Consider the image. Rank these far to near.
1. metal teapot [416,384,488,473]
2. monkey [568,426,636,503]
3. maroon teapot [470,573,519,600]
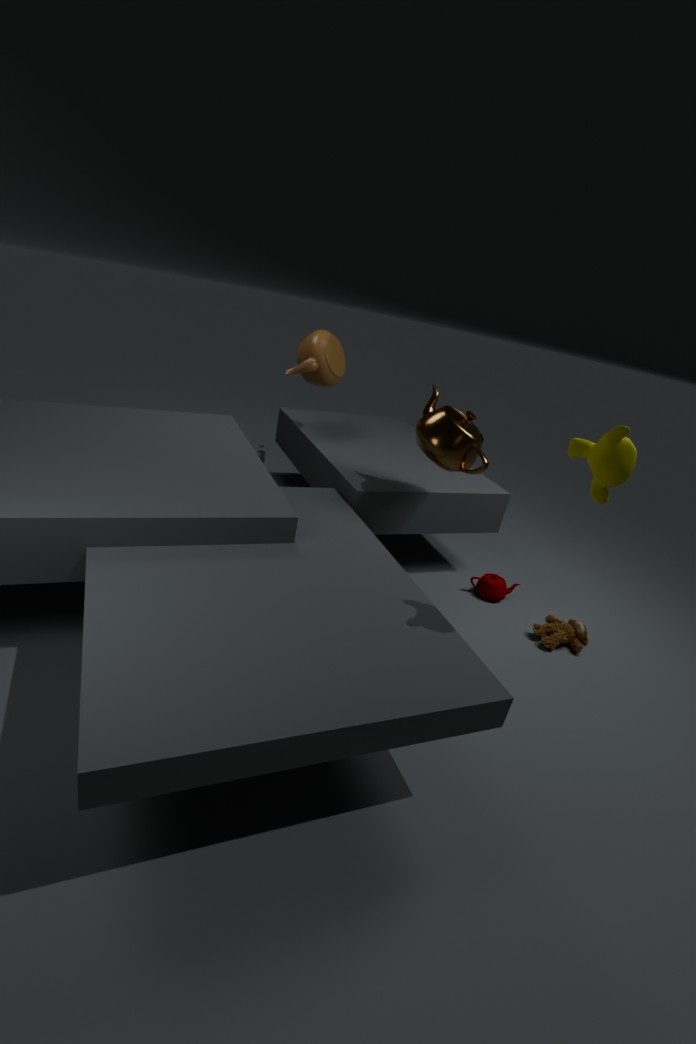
1. maroon teapot [470,573,519,600]
2. metal teapot [416,384,488,473]
3. monkey [568,426,636,503]
